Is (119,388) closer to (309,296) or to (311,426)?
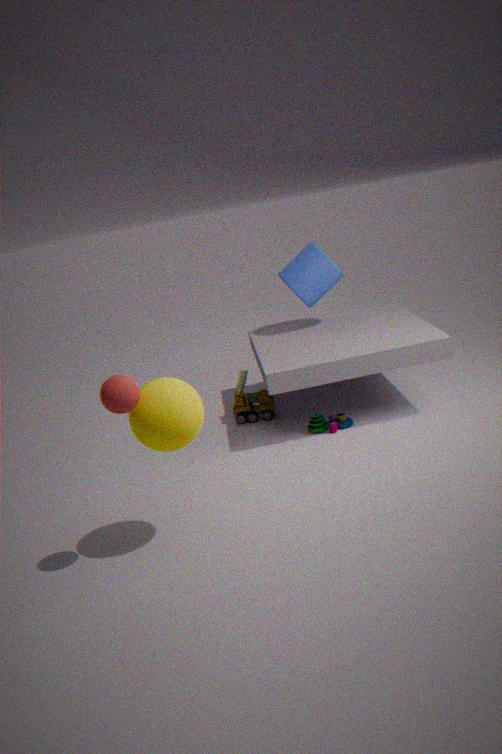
(311,426)
